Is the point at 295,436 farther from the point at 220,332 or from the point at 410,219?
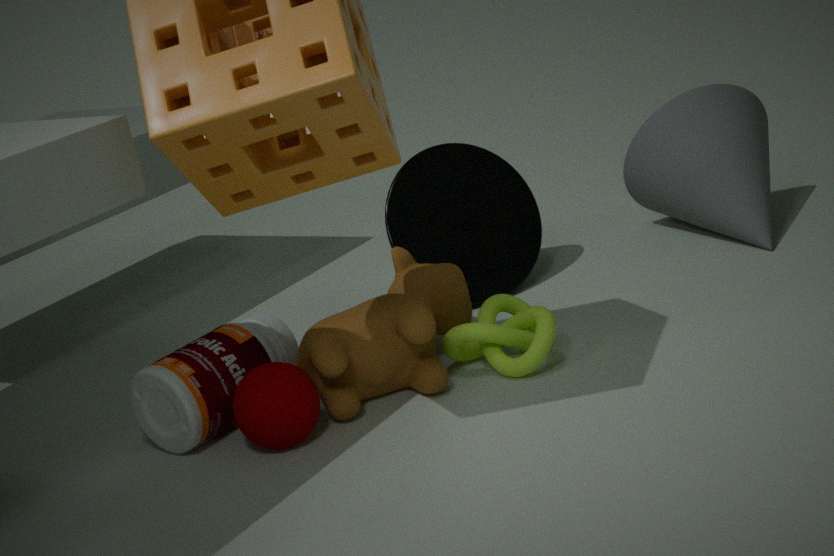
the point at 410,219
